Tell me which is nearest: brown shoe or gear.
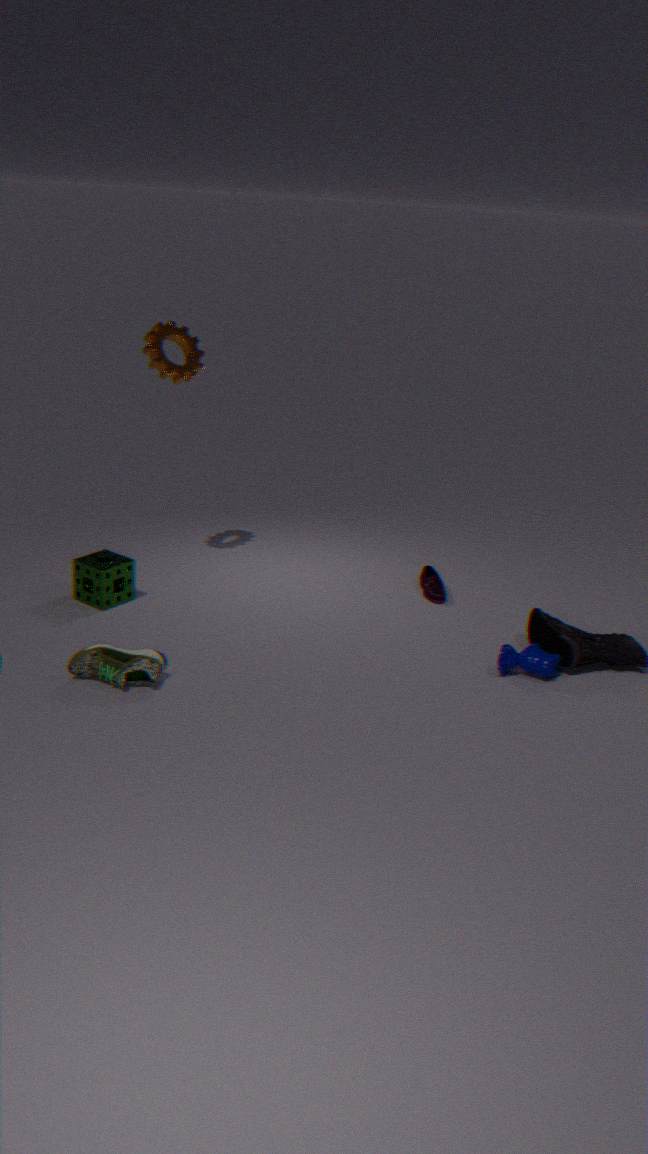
brown shoe
